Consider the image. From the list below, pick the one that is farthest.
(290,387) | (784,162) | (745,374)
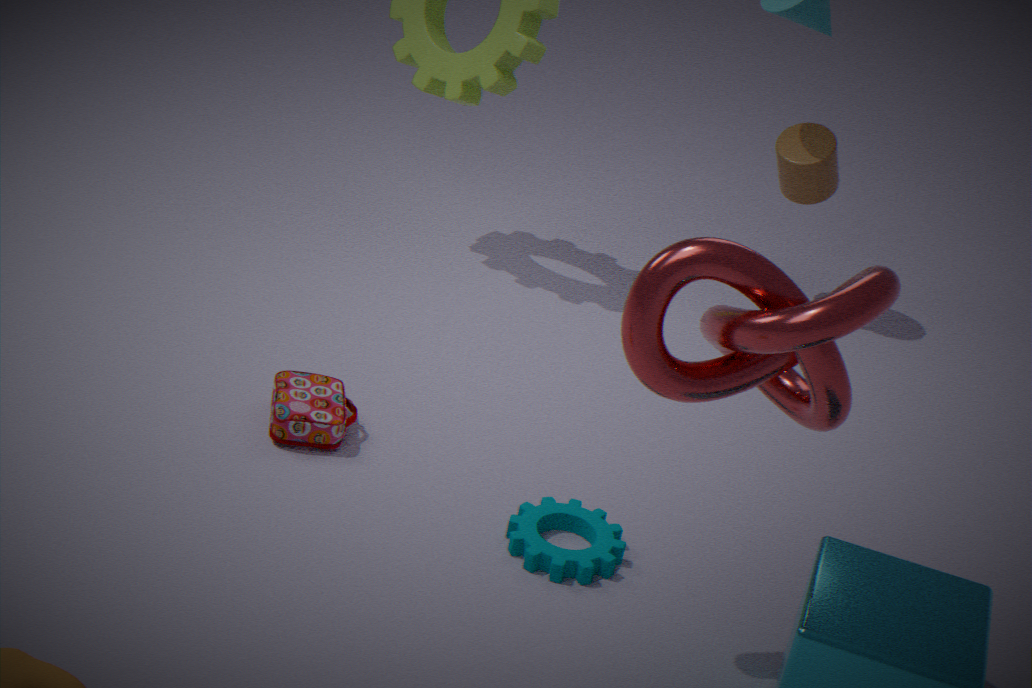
(784,162)
